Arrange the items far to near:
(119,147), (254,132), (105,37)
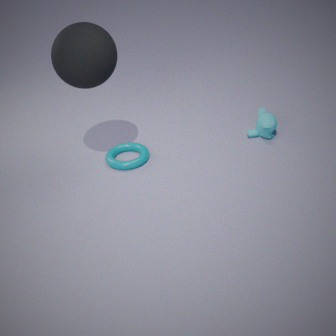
(119,147) → (254,132) → (105,37)
